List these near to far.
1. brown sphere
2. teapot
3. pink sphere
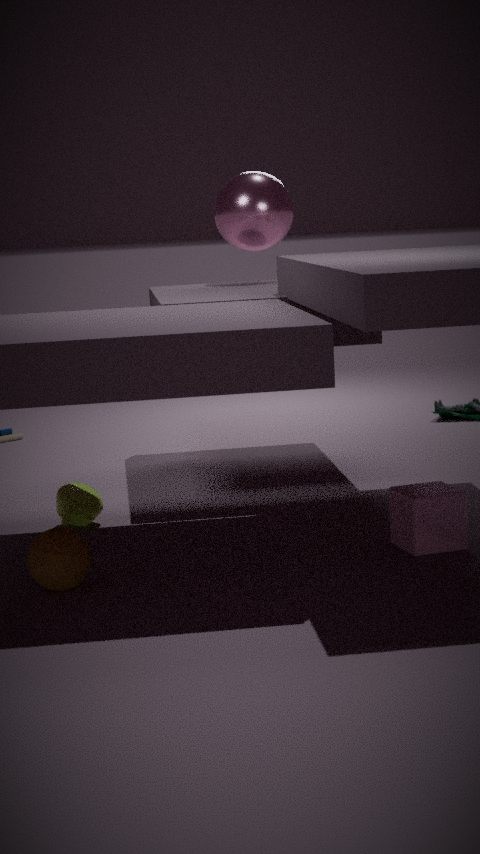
brown sphere < teapot < pink sphere
